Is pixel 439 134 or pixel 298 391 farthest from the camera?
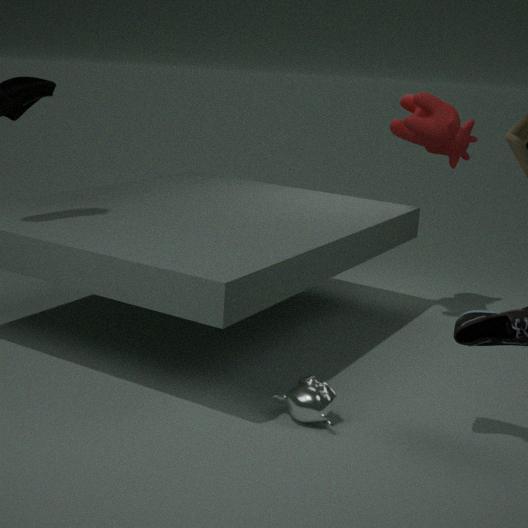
pixel 439 134
